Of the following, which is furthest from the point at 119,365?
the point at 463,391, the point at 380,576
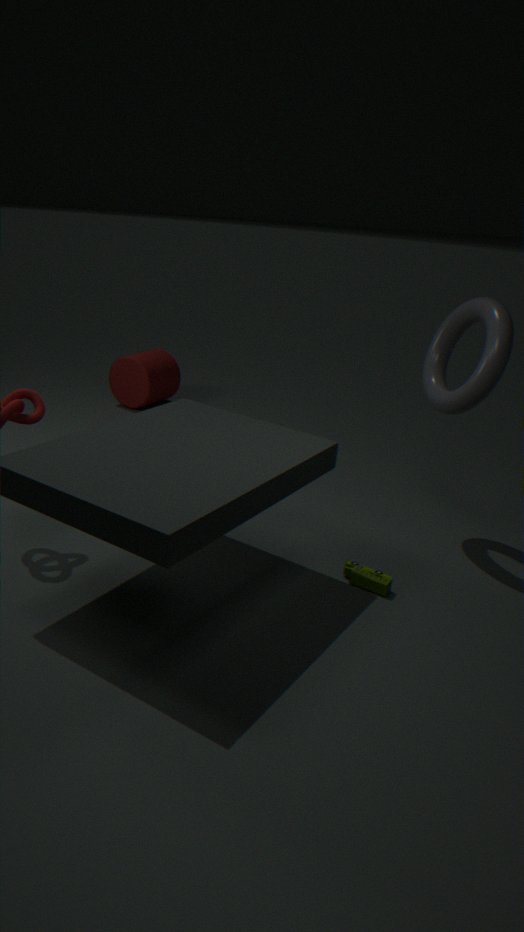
the point at 380,576
